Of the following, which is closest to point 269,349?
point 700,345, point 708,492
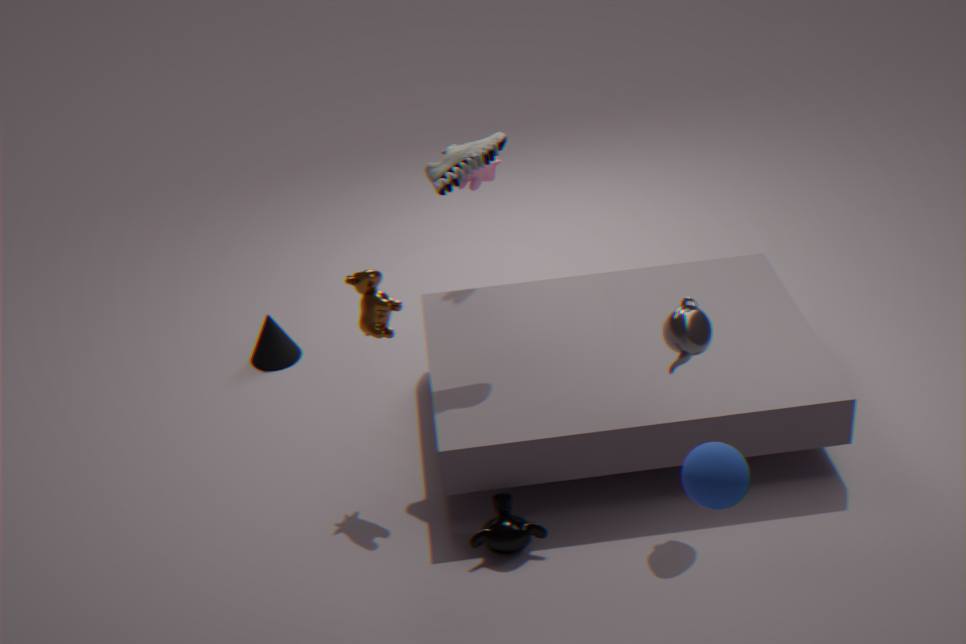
point 700,345
